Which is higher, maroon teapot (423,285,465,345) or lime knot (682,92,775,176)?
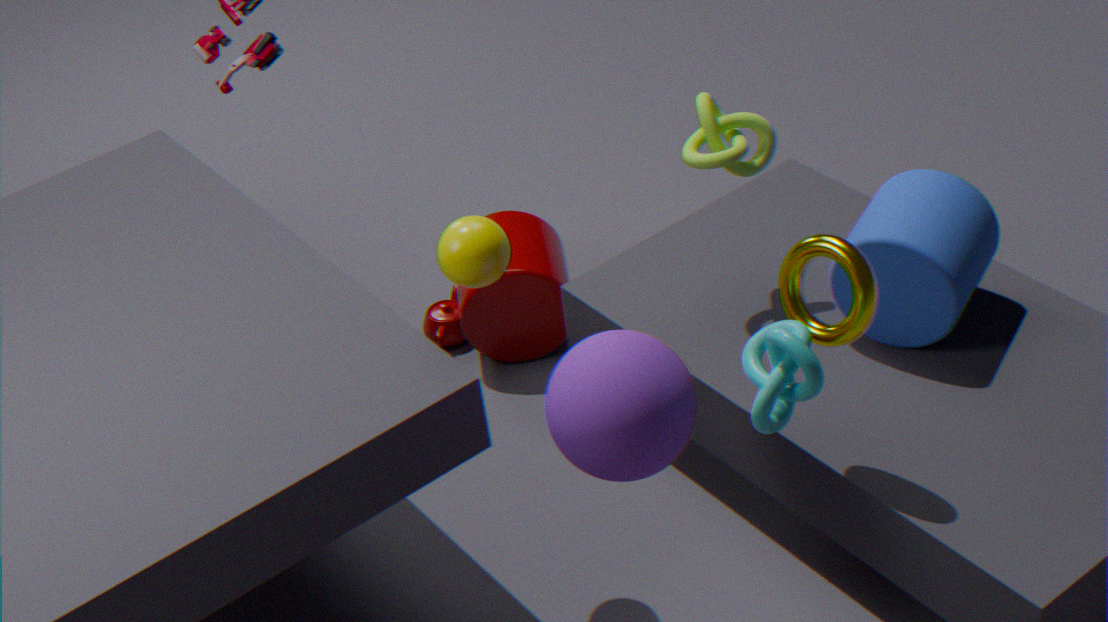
lime knot (682,92,775,176)
